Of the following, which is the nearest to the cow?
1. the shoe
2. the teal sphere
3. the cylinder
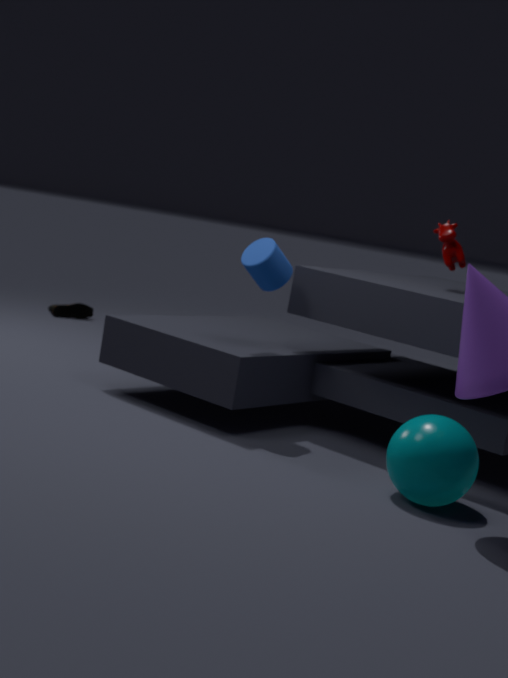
the cylinder
